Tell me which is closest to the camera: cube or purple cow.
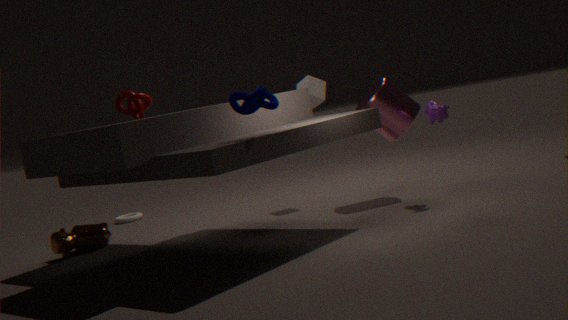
purple cow
